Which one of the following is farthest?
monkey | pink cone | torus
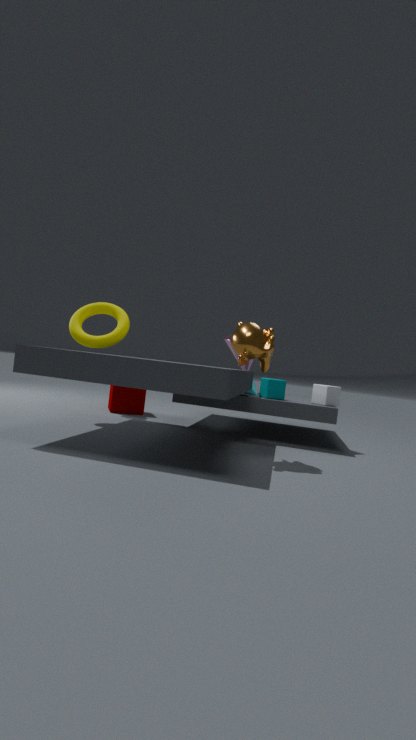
pink cone
